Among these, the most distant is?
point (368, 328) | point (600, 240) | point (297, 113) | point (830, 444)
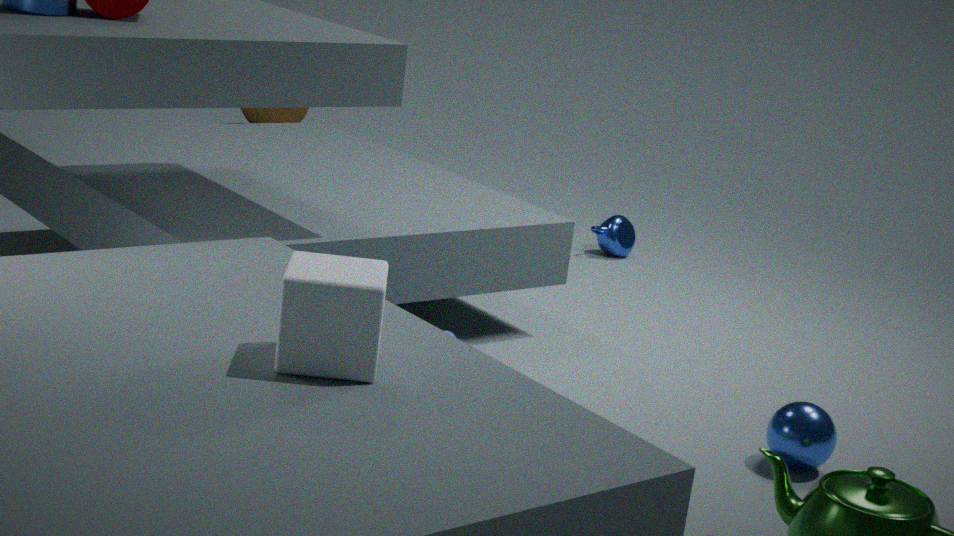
point (297, 113)
